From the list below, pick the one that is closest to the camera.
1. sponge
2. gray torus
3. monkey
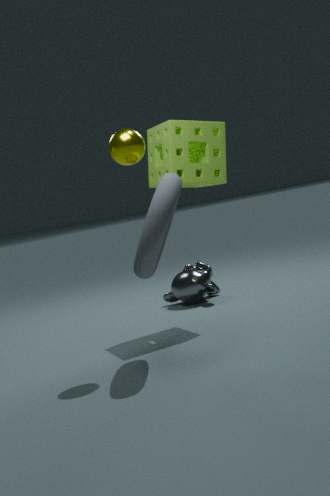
gray torus
